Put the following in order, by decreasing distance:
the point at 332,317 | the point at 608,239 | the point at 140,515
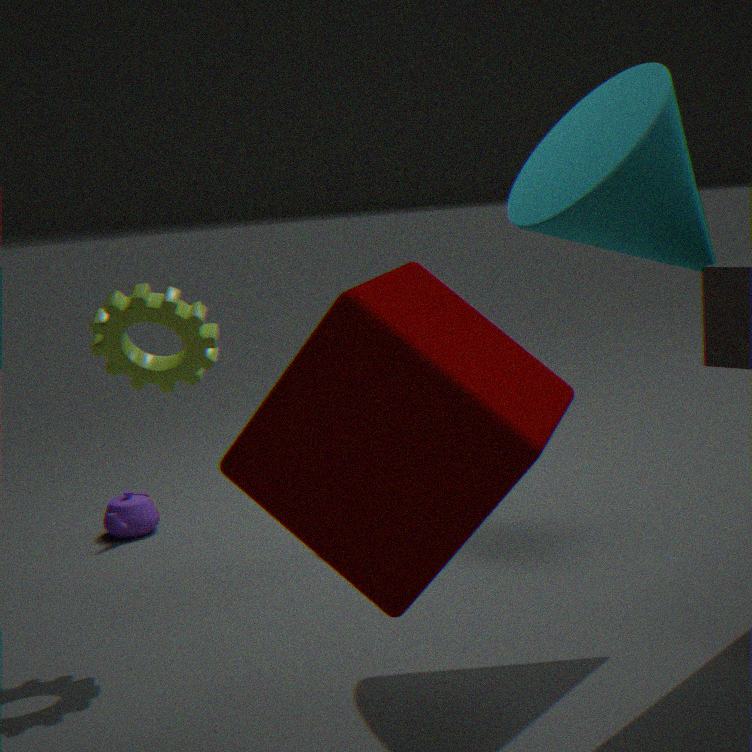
the point at 140,515
the point at 608,239
the point at 332,317
